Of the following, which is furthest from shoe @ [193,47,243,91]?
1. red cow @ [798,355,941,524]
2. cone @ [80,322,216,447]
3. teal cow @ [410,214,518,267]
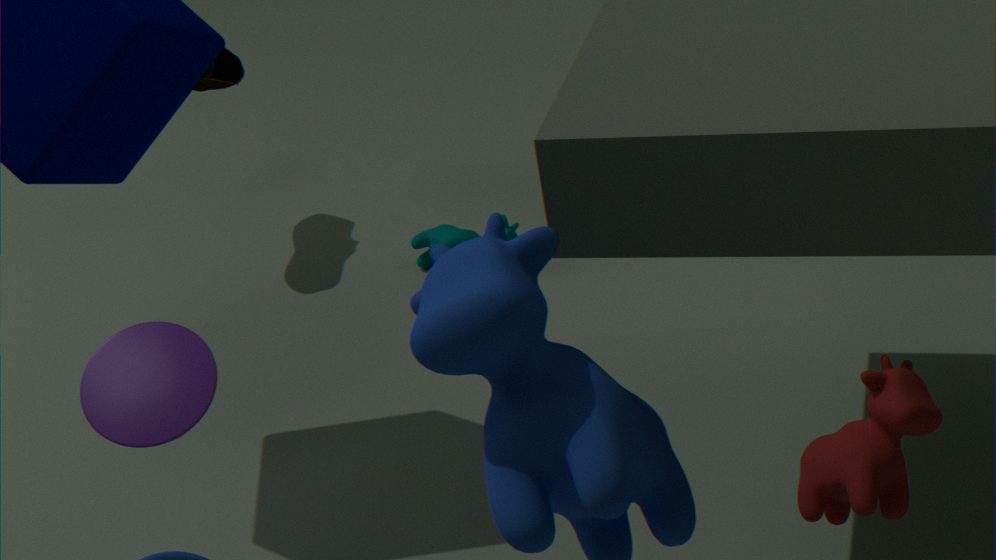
red cow @ [798,355,941,524]
